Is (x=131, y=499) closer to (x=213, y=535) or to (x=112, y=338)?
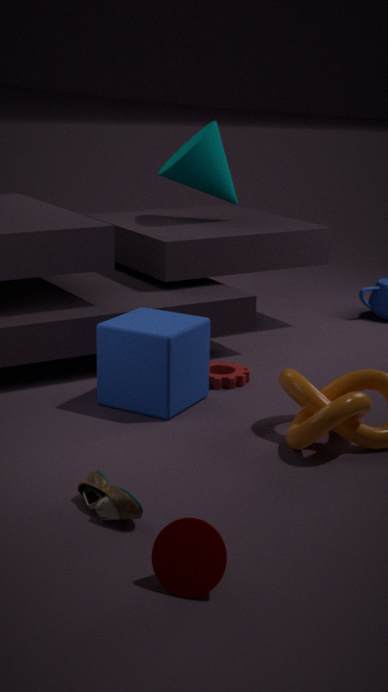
(x=213, y=535)
